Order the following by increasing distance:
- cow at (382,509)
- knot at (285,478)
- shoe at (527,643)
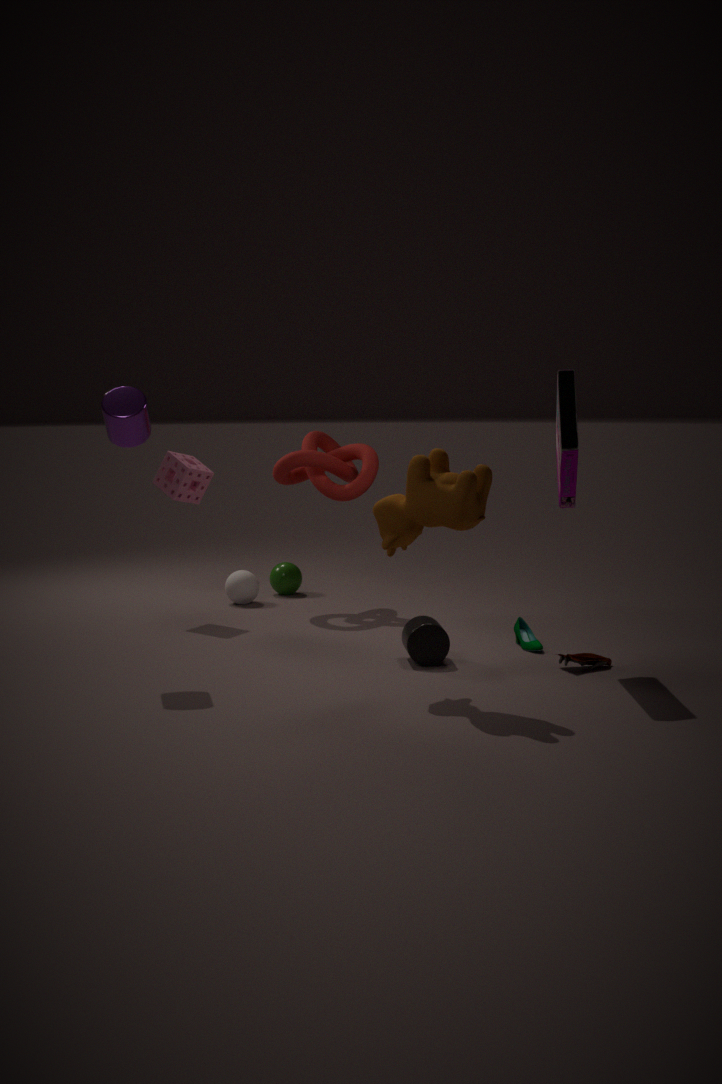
cow at (382,509) → shoe at (527,643) → knot at (285,478)
